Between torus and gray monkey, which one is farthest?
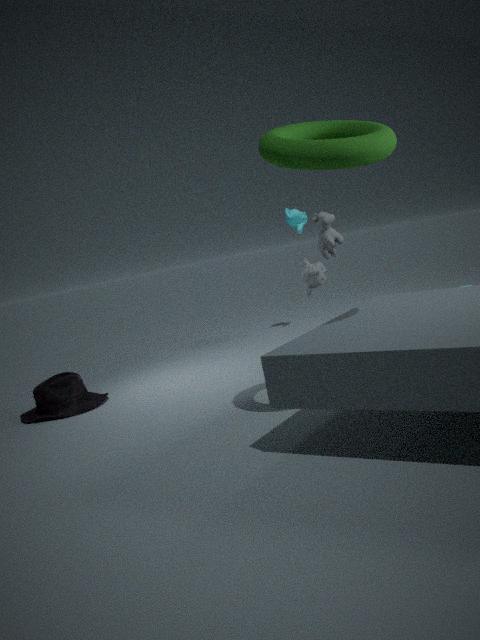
gray monkey
